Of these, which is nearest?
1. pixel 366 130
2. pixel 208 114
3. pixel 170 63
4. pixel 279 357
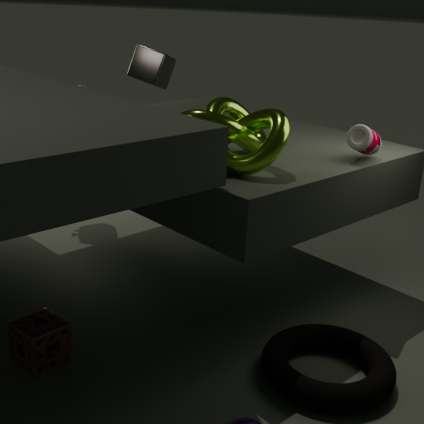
pixel 279 357
